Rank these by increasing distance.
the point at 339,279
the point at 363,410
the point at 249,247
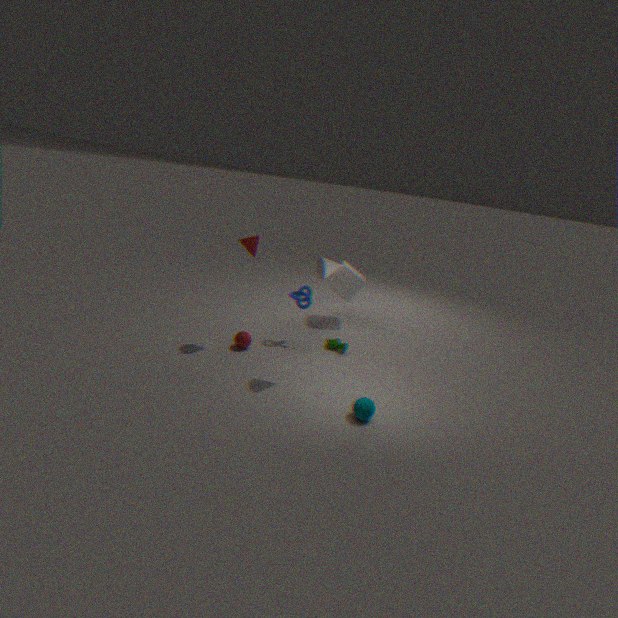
the point at 363,410, the point at 249,247, the point at 339,279
